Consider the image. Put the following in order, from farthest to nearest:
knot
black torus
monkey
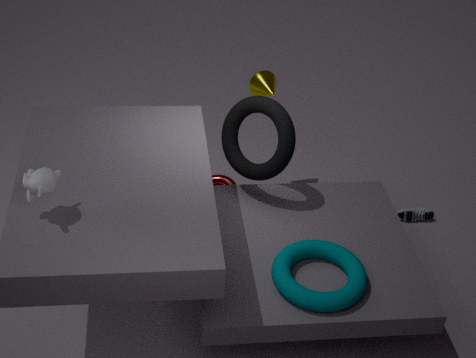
knot → black torus → monkey
